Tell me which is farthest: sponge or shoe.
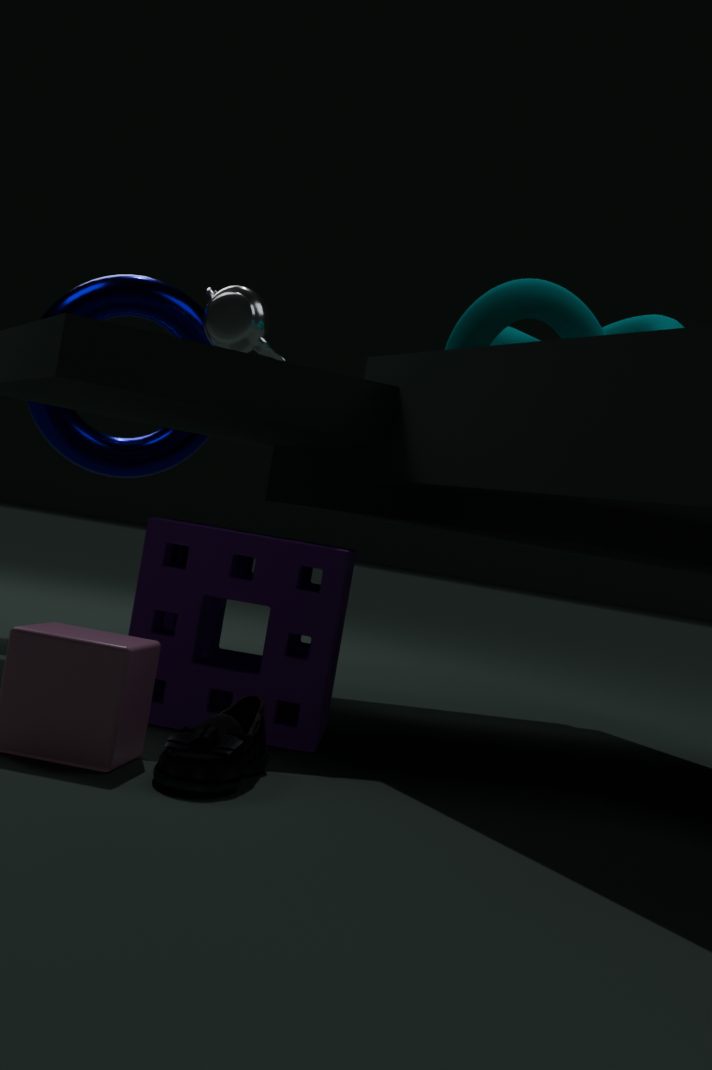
sponge
